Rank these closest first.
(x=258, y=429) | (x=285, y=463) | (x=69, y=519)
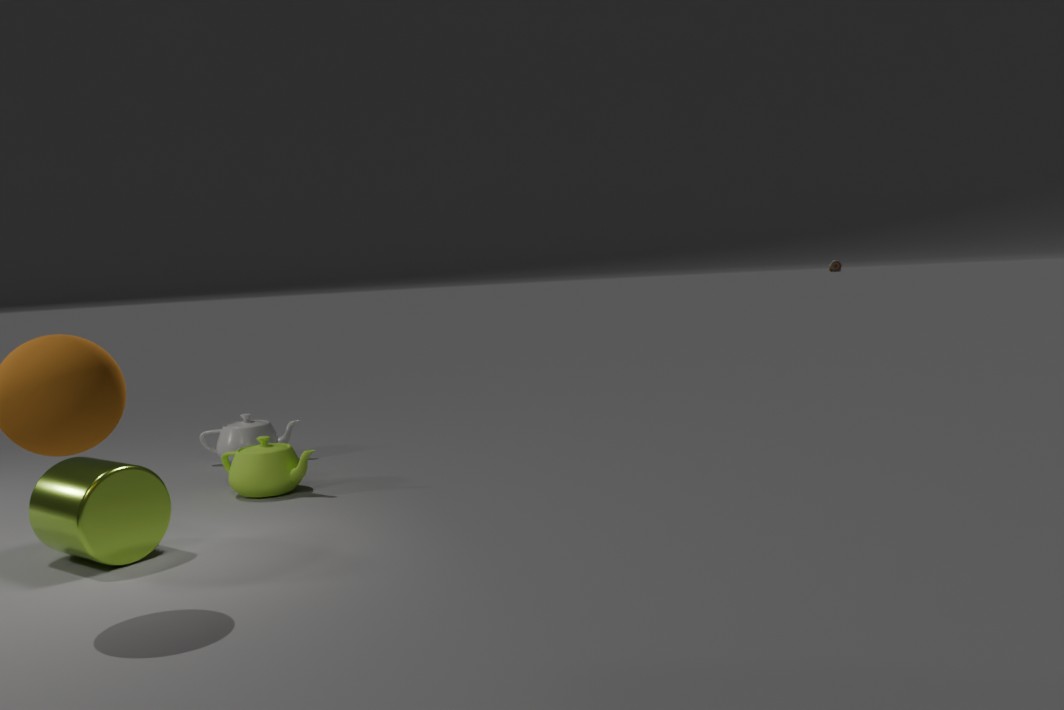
(x=69, y=519)
(x=285, y=463)
(x=258, y=429)
